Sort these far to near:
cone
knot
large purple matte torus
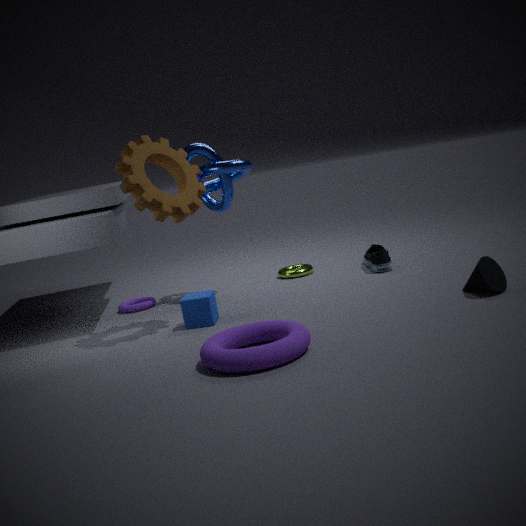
knot, cone, large purple matte torus
